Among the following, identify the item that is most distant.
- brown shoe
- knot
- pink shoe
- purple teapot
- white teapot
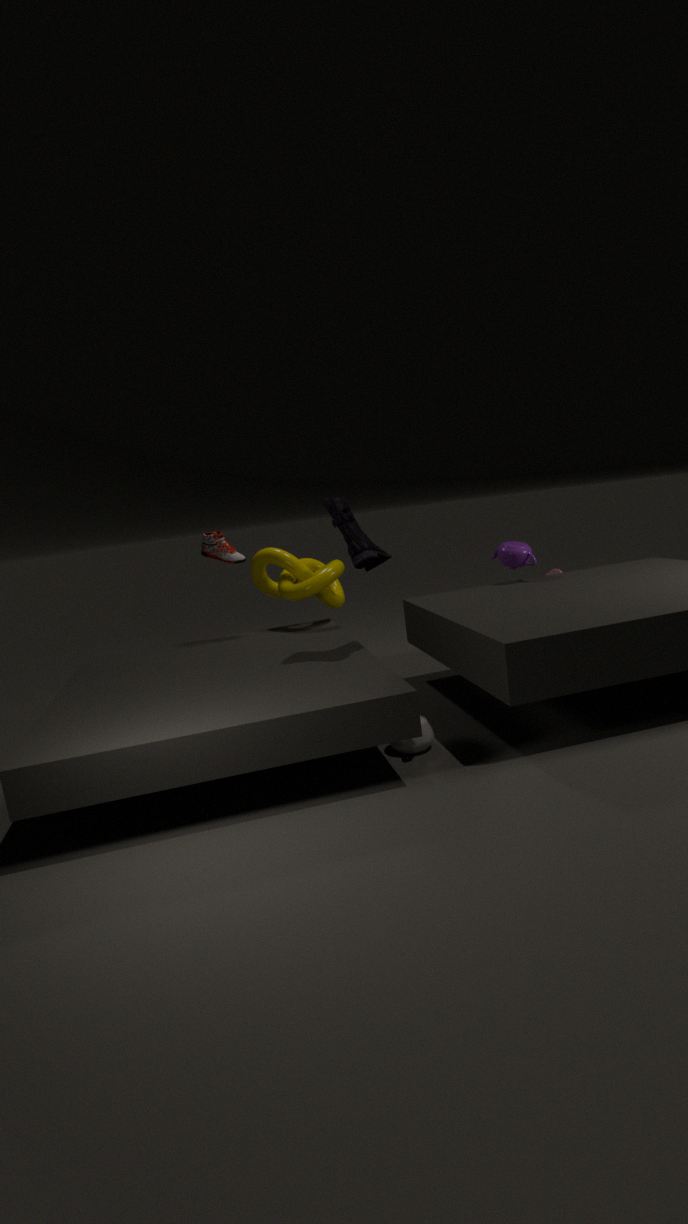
brown shoe
